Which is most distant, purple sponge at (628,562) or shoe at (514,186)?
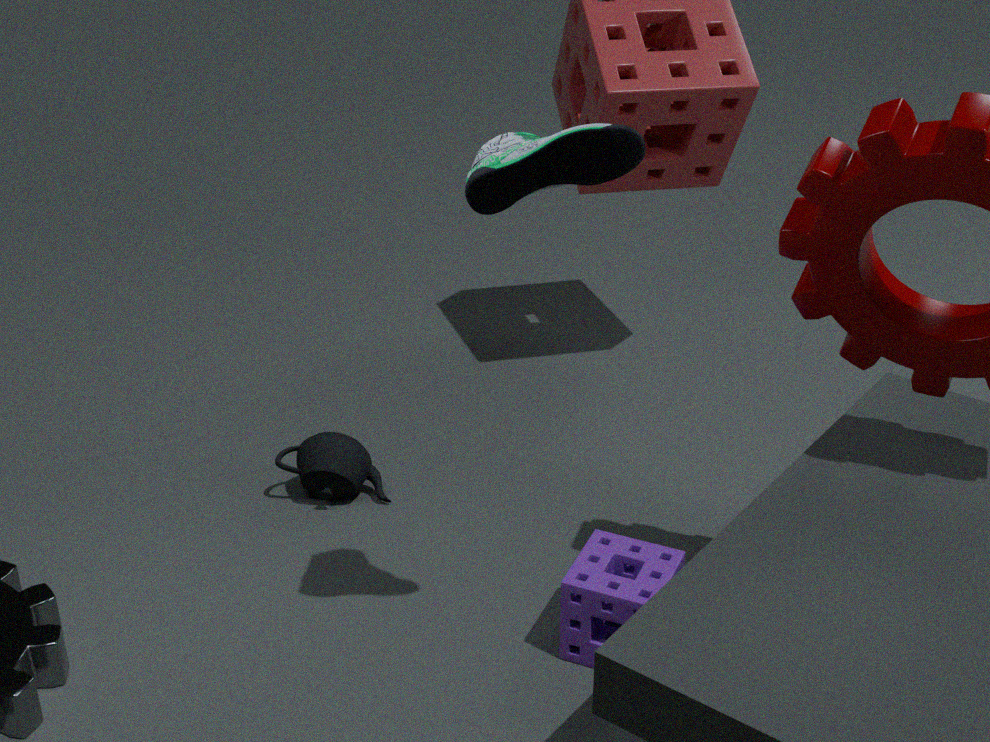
purple sponge at (628,562)
